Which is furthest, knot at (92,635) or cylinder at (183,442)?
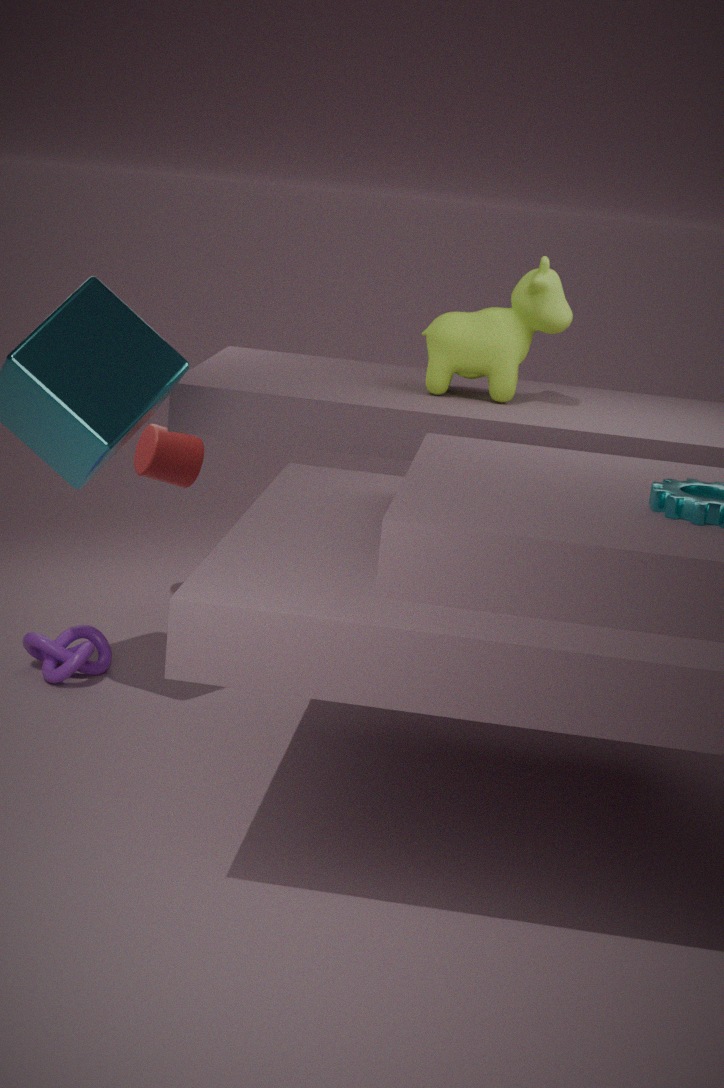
cylinder at (183,442)
